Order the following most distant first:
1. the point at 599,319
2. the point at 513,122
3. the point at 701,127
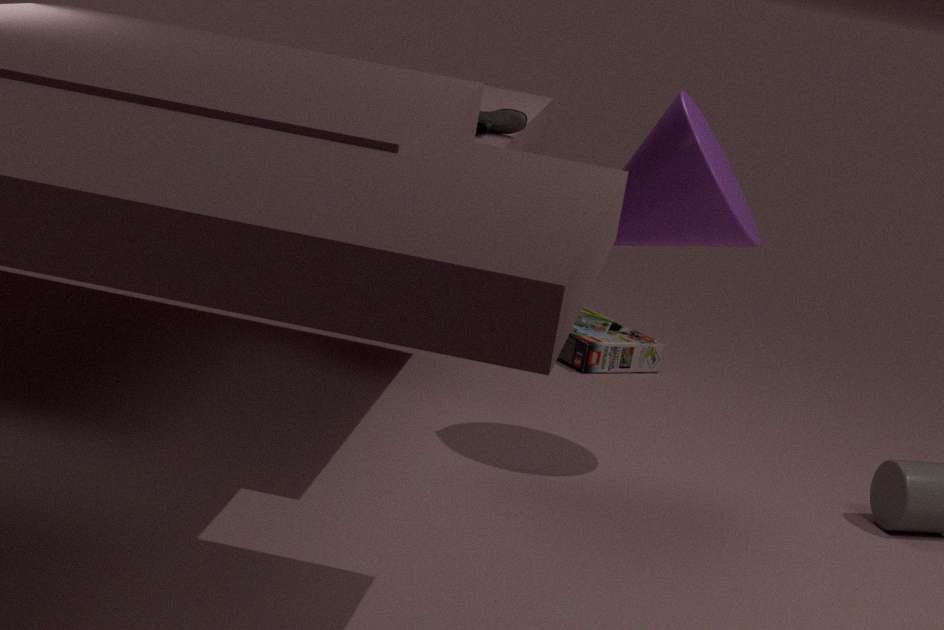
the point at 599,319 < the point at 701,127 < the point at 513,122
